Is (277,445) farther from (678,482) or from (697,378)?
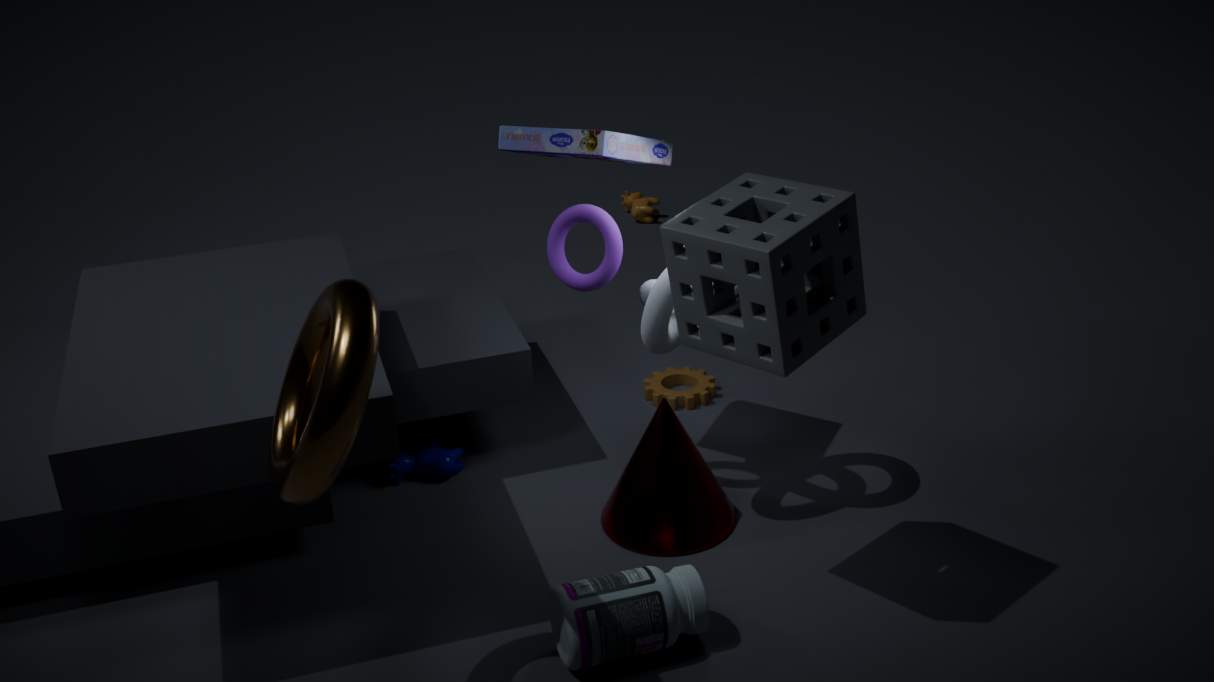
(697,378)
